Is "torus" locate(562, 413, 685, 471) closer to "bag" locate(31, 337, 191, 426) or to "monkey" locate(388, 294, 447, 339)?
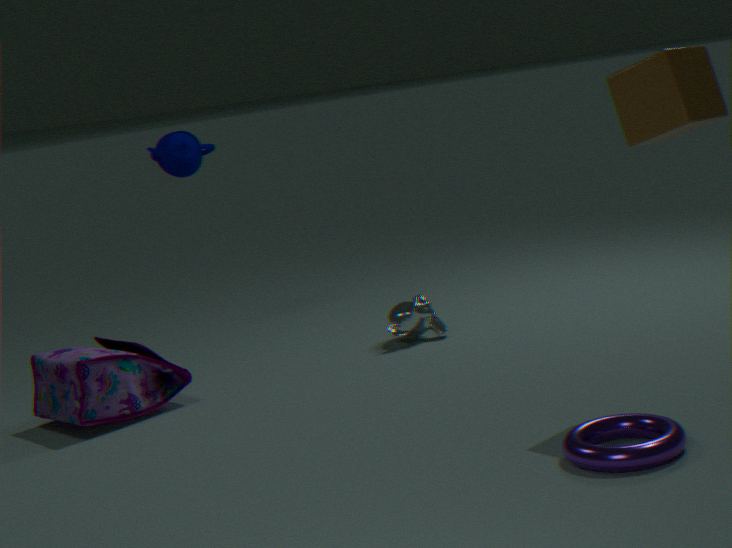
"monkey" locate(388, 294, 447, 339)
